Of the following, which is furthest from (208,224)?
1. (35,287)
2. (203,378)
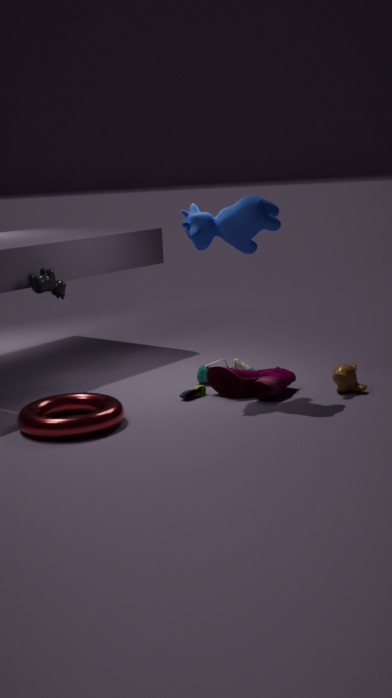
(35,287)
